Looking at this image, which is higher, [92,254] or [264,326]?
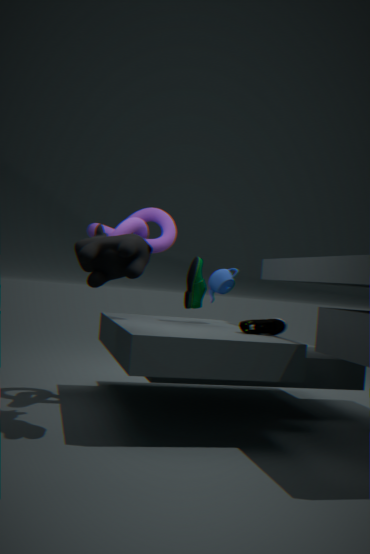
[92,254]
